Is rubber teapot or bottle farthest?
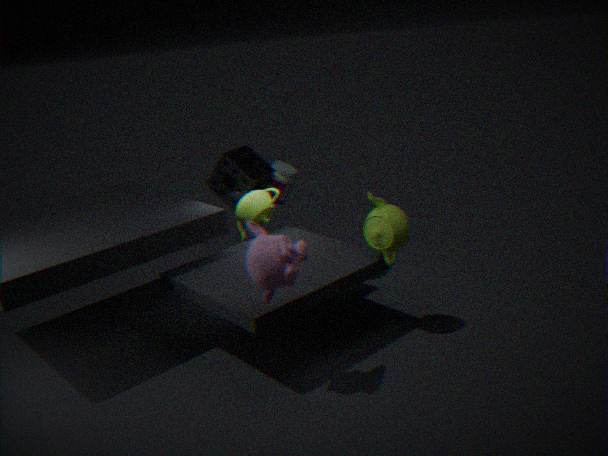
bottle
